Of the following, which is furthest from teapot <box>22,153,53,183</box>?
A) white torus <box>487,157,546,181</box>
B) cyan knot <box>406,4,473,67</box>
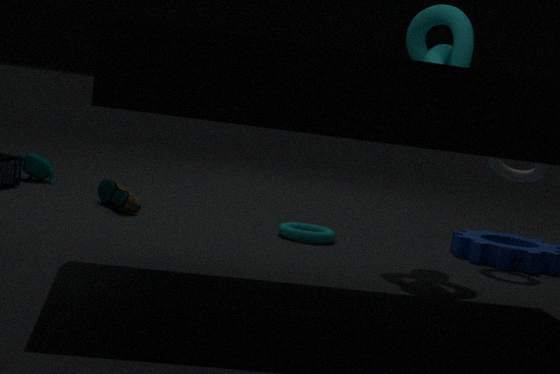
white torus <box>487,157,546,181</box>
